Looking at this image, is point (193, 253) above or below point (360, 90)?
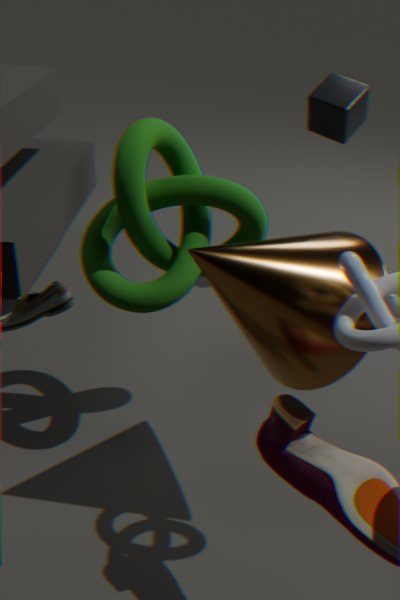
below
